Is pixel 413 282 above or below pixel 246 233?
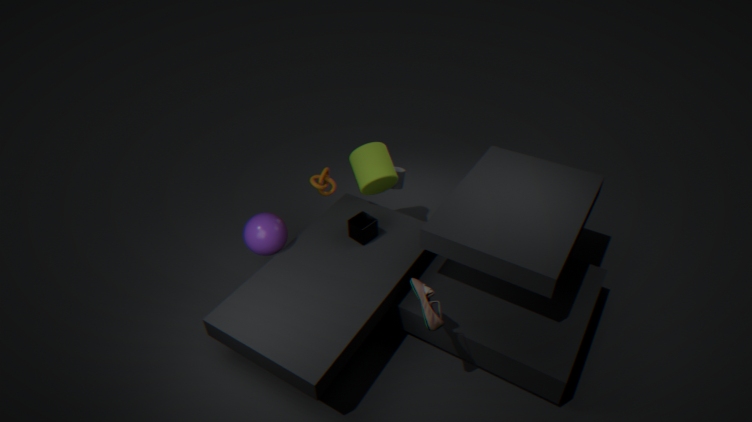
above
